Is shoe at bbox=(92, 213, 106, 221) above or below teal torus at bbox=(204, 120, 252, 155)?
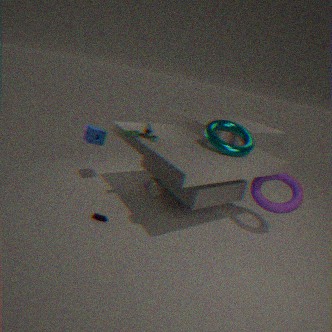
below
